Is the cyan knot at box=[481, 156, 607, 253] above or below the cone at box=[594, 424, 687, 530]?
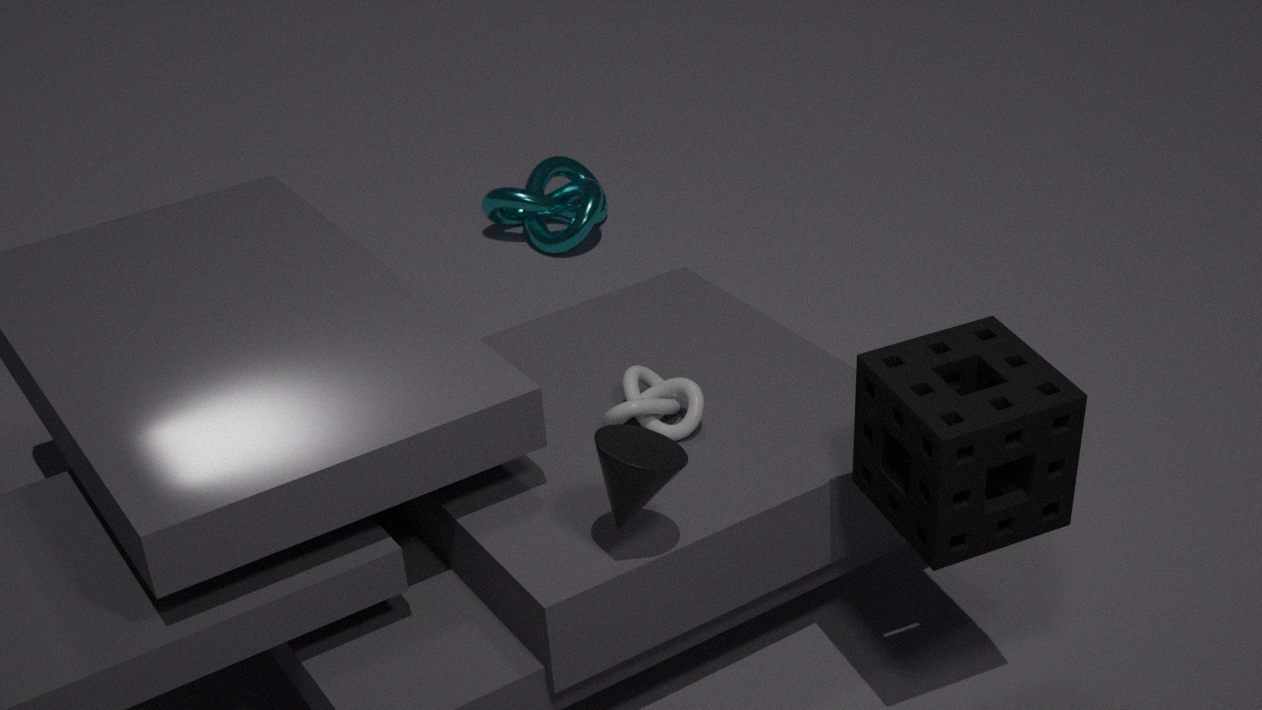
below
